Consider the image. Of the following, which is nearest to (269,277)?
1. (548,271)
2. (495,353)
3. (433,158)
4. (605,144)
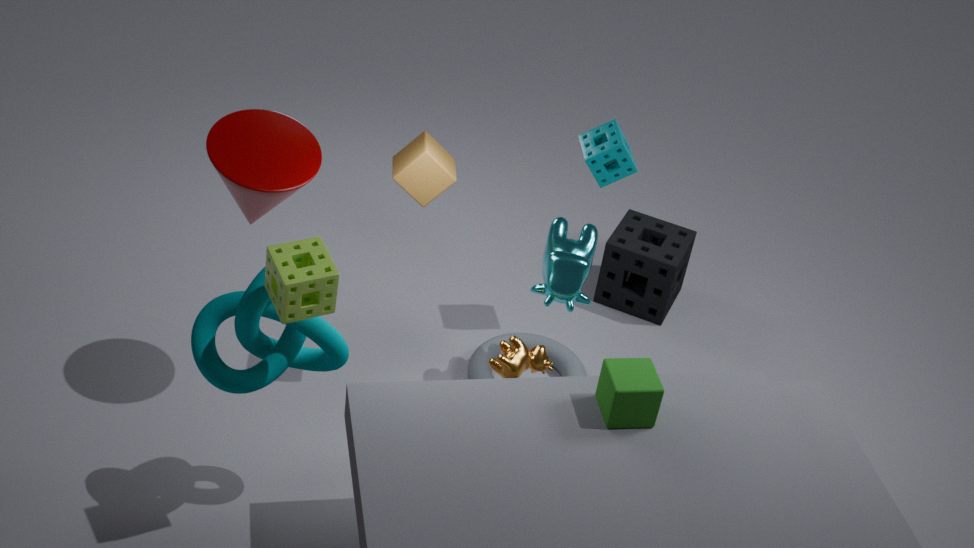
(433,158)
